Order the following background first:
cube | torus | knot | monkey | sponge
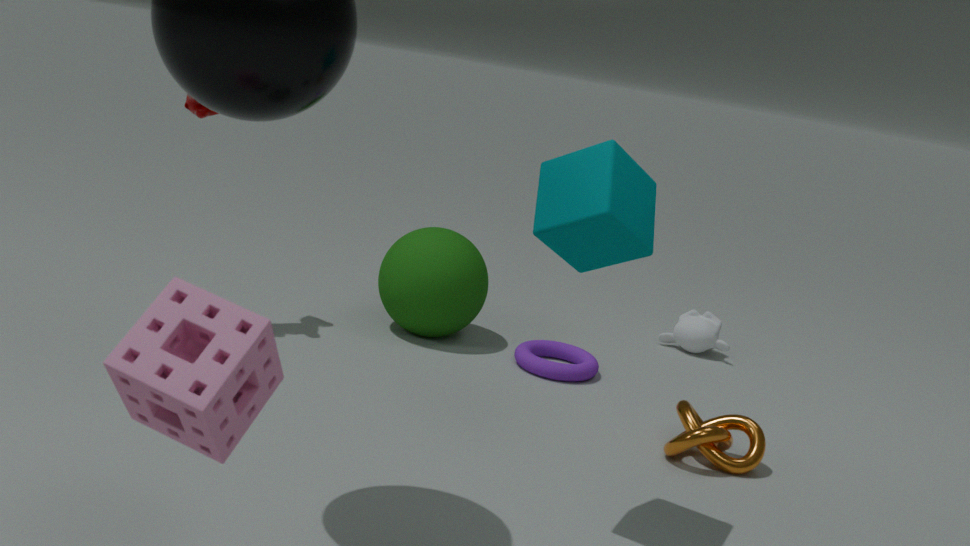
1. monkey
2. torus
3. knot
4. cube
5. sponge
